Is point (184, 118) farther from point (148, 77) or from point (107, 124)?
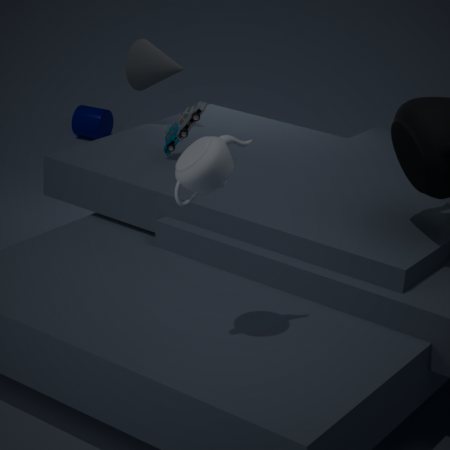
point (107, 124)
